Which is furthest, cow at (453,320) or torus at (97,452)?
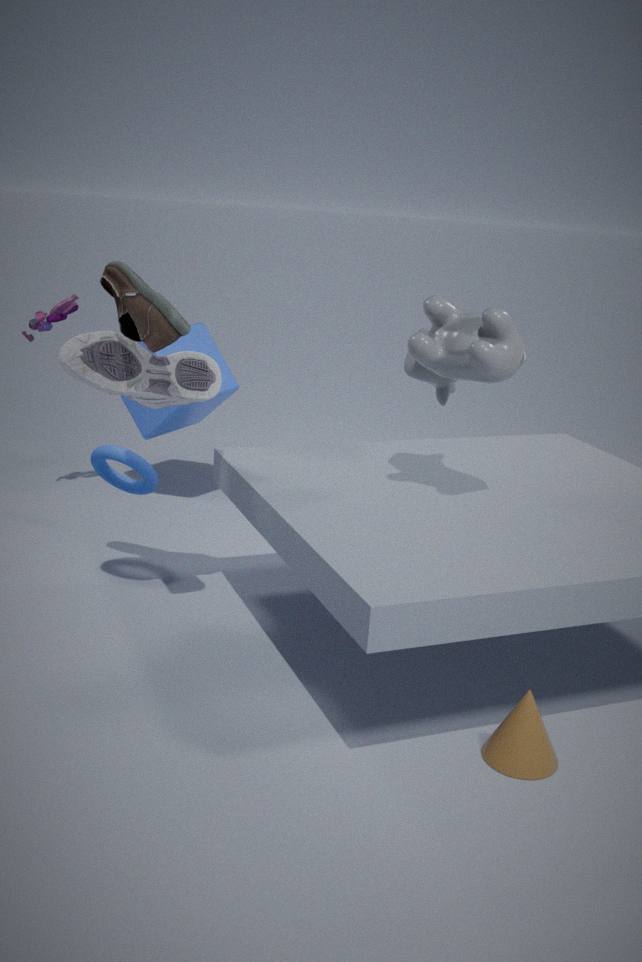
torus at (97,452)
